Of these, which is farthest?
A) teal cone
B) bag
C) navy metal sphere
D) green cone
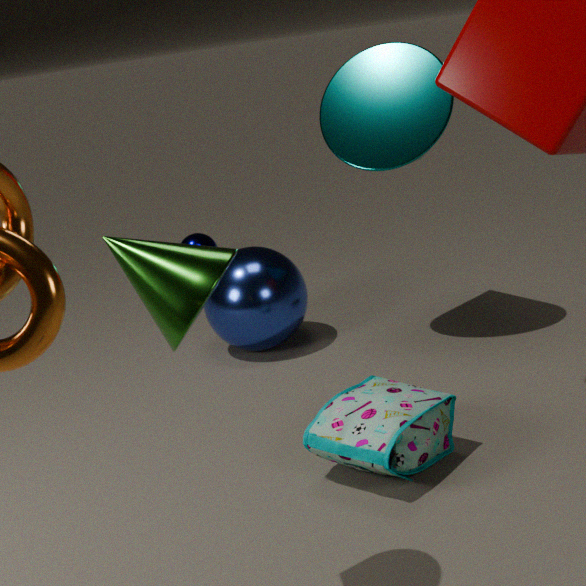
C. navy metal sphere
